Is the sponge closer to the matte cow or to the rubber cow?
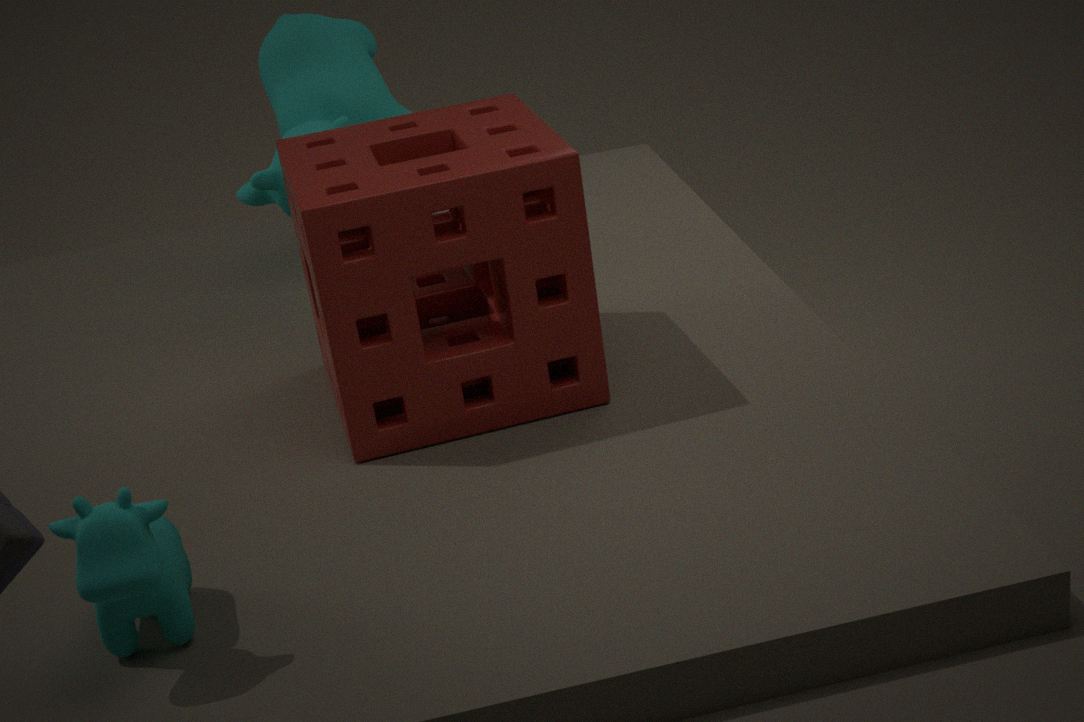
the matte cow
